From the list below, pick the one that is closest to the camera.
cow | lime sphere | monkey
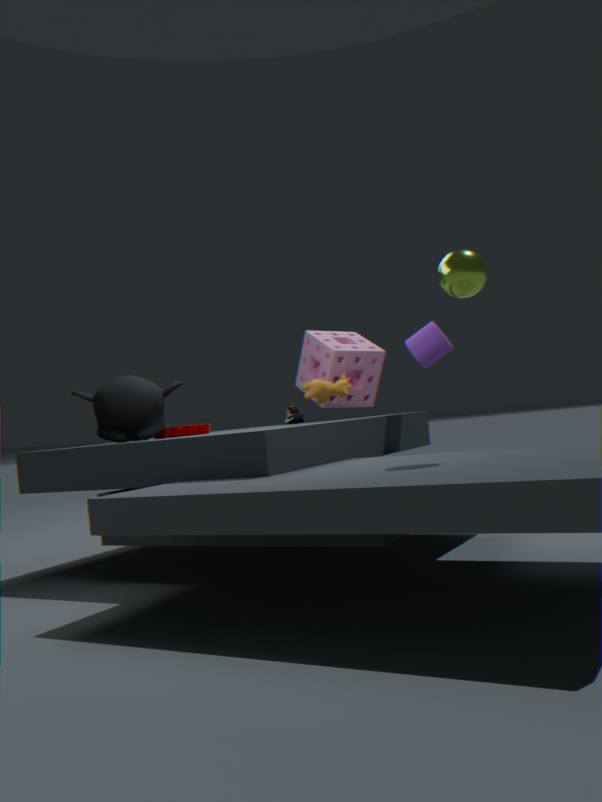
lime sphere
